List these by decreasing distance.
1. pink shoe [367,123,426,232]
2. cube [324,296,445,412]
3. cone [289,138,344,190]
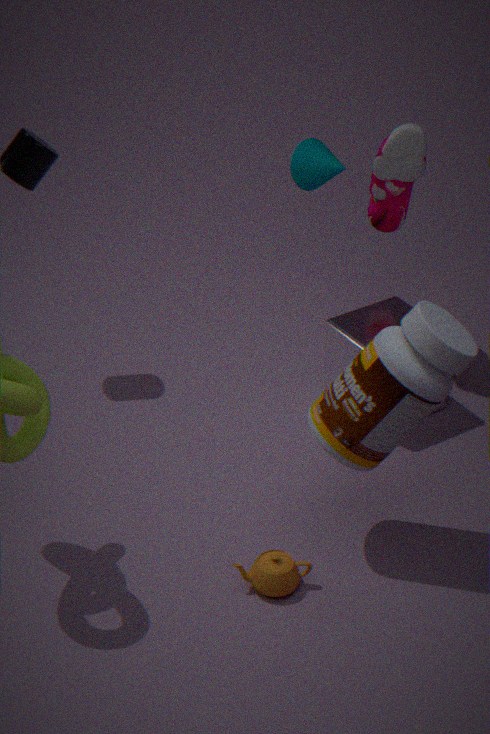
1. cone [289,138,344,190]
2. cube [324,296,445,412]
3. pink shoe [367,123,426,232]
